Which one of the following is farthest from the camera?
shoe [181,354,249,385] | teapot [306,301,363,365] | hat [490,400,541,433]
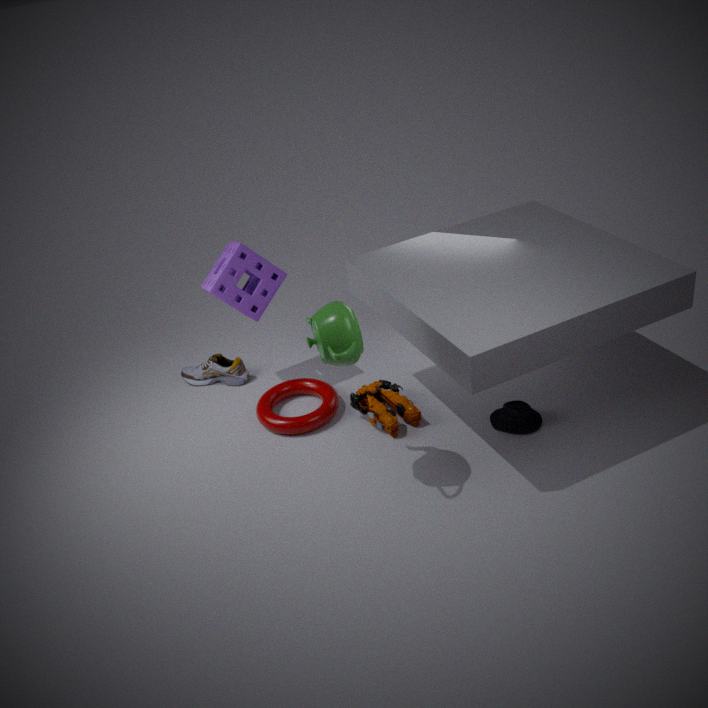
shoe [181,354,249,385]
